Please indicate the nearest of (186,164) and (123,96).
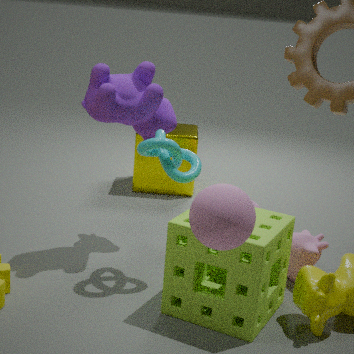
(123,96)
